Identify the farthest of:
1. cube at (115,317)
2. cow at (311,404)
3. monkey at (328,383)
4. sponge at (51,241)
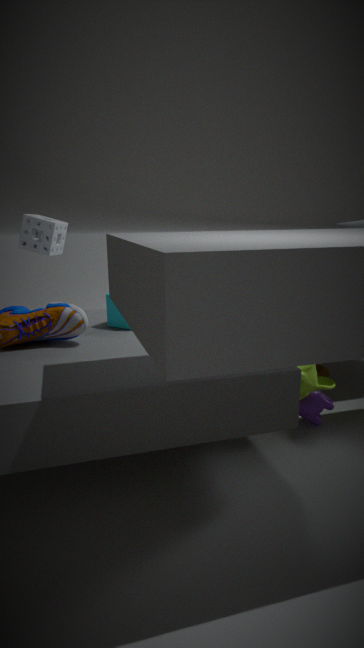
sponge at (51,241)
